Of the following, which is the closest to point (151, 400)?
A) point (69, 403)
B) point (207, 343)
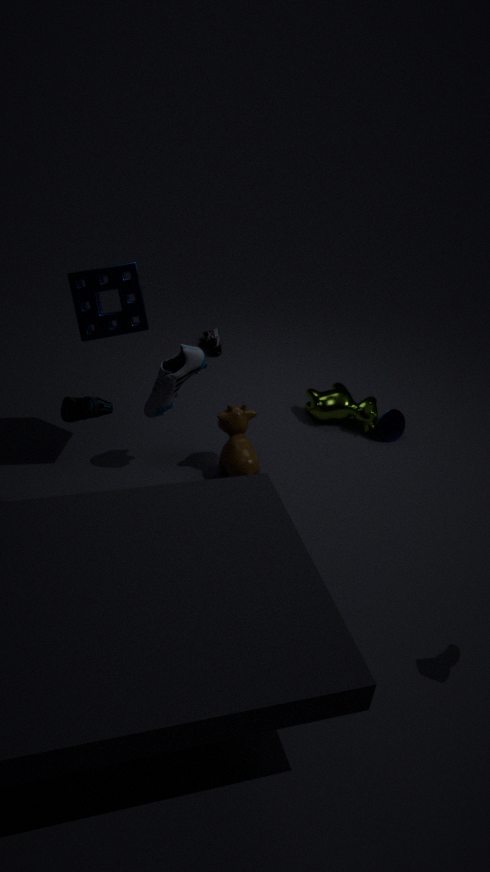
point (69, 403)
